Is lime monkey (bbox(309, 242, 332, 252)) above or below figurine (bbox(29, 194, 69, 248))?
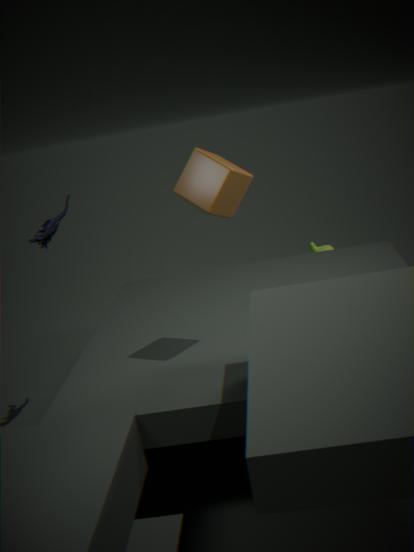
below
